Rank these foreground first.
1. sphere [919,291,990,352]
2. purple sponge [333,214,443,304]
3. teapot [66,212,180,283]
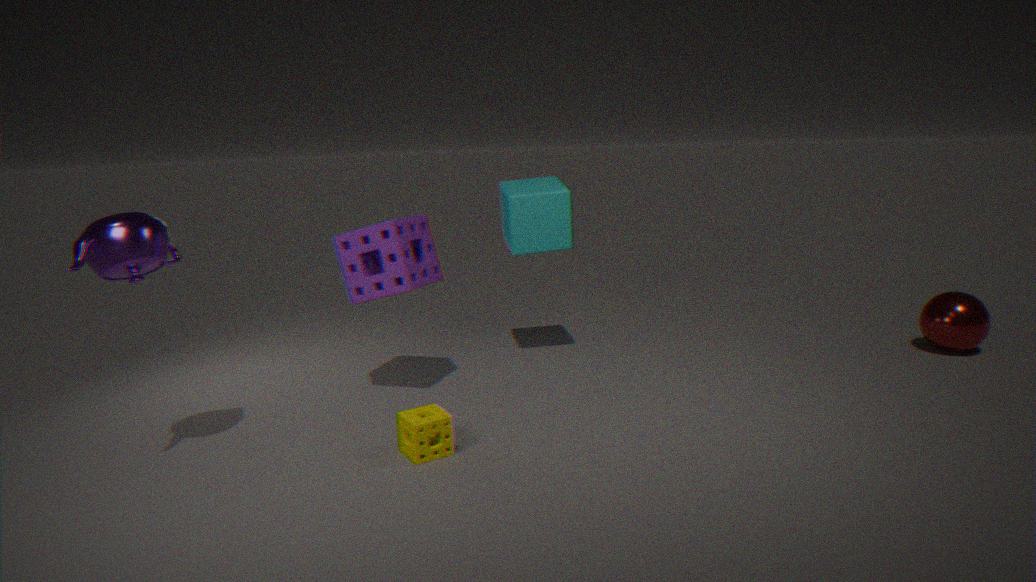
teapot [66,212,180,283], purple sponge [333,214,443,304], sphere [919,291,990,352]
